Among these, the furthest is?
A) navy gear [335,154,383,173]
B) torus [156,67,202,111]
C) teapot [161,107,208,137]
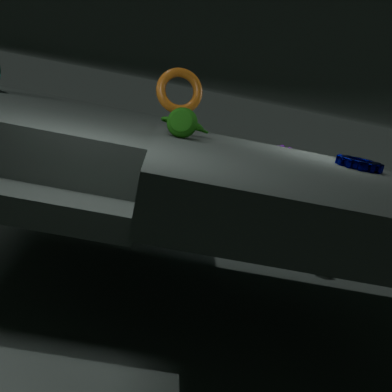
torus [156,67,202,111]
